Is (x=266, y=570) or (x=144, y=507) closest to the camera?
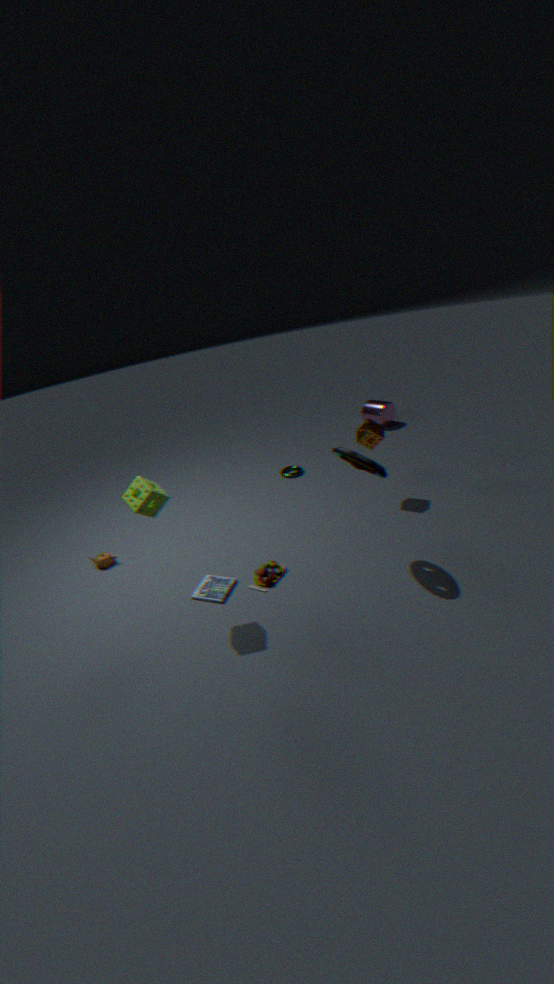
(x=144, y=507)
